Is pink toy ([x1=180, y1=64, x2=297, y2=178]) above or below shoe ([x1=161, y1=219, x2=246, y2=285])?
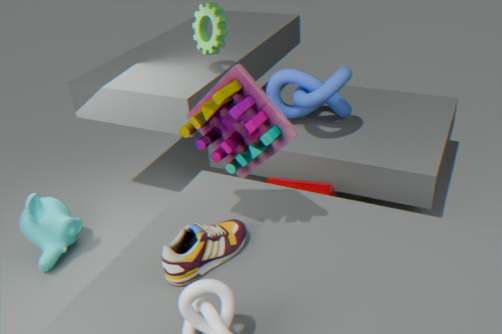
above
